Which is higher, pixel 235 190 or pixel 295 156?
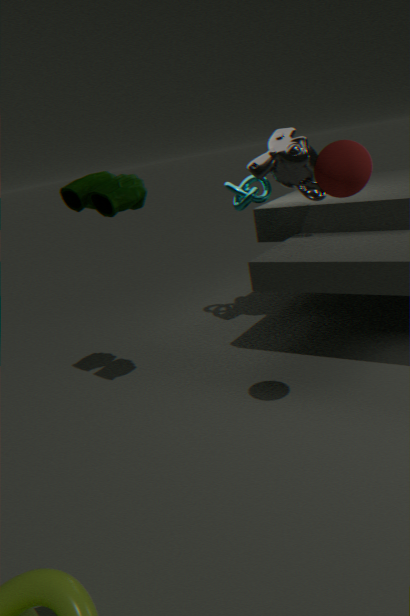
pixel 295 156
